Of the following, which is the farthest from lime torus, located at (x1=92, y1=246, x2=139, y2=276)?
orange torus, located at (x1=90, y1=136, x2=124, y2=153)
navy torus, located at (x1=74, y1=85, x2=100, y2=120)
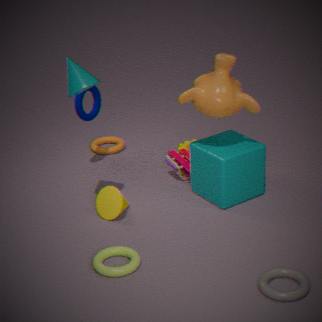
orange torus, located at (x1=90, y1=136, x2=124, y2=153)
